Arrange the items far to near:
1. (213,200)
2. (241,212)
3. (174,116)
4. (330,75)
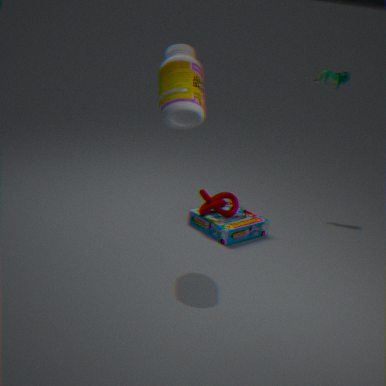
(330,75) → (241,212) → (213,200) → (174,116)
